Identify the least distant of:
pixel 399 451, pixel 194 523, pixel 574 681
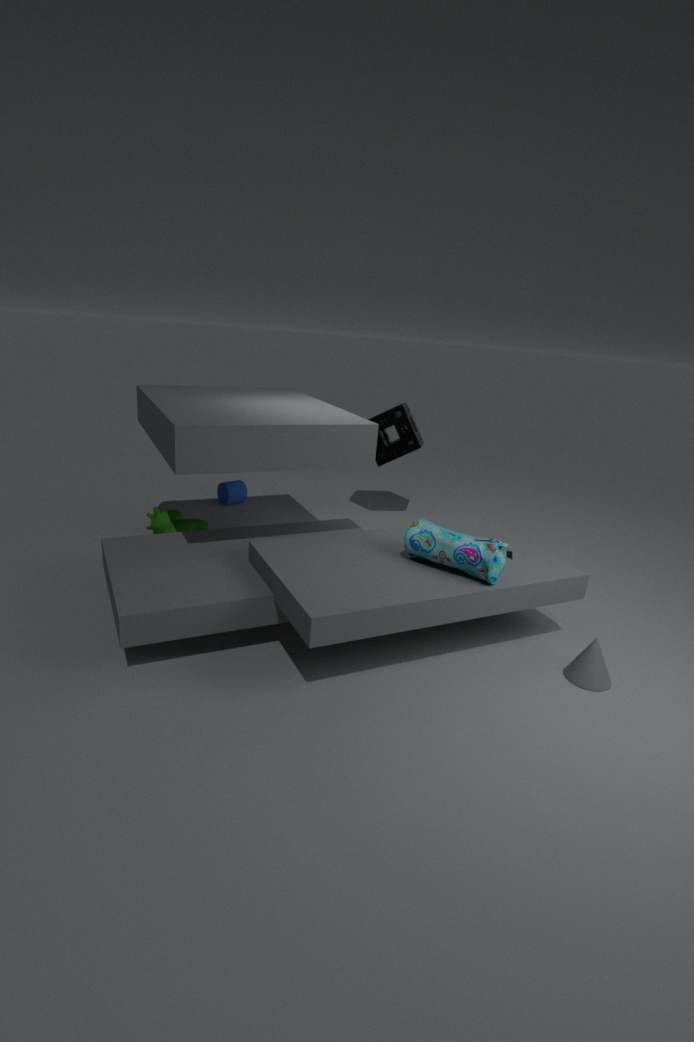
pixel 574 681
